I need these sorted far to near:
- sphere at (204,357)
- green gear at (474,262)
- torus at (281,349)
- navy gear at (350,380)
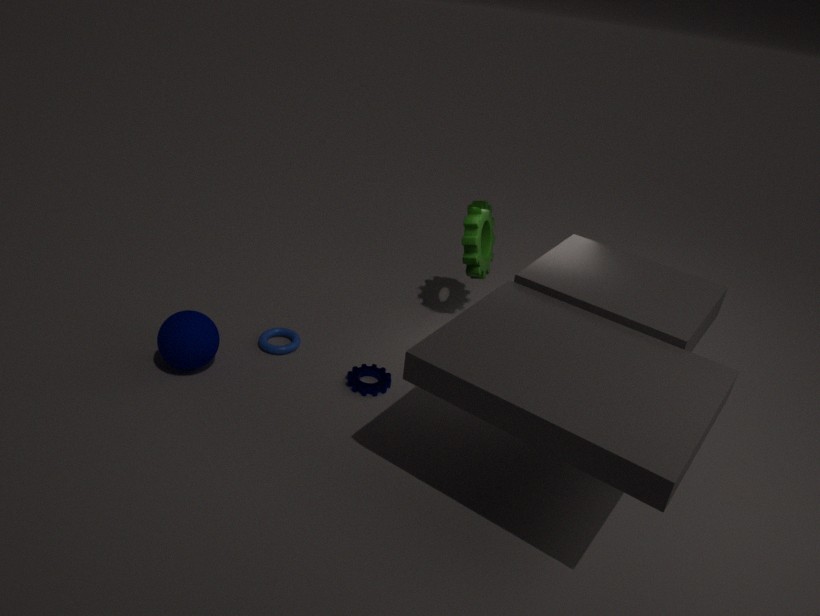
green gear at (474,262), torus at (281,349), navy gear at (350,380), sphere at (204,357)
